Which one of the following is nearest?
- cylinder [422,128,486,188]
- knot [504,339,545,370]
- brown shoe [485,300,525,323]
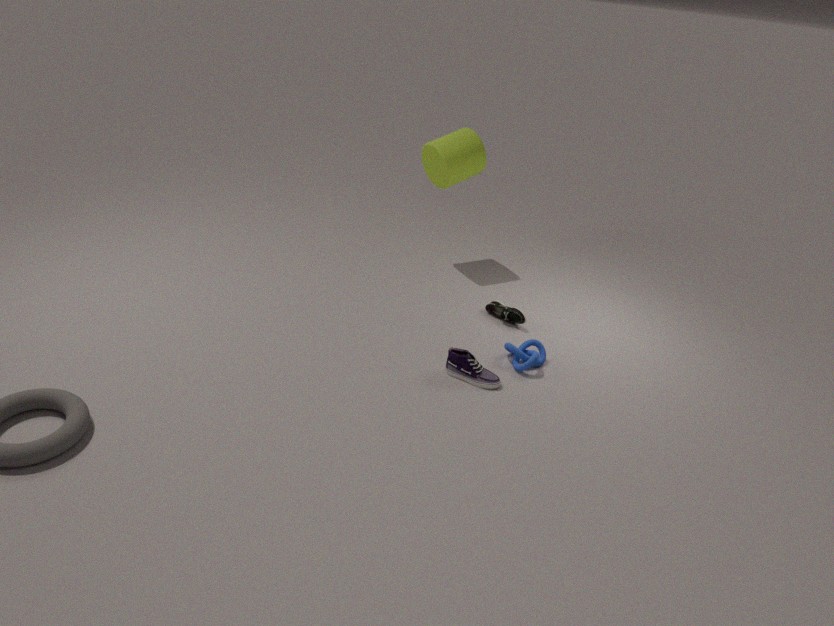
knot [504,339,545,370]
